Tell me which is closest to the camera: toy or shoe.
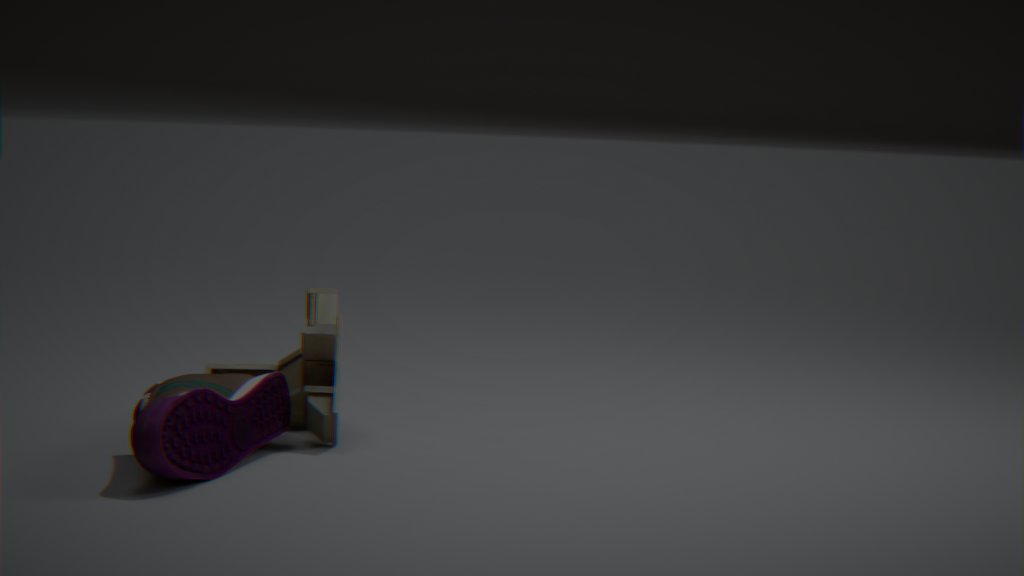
shoe
